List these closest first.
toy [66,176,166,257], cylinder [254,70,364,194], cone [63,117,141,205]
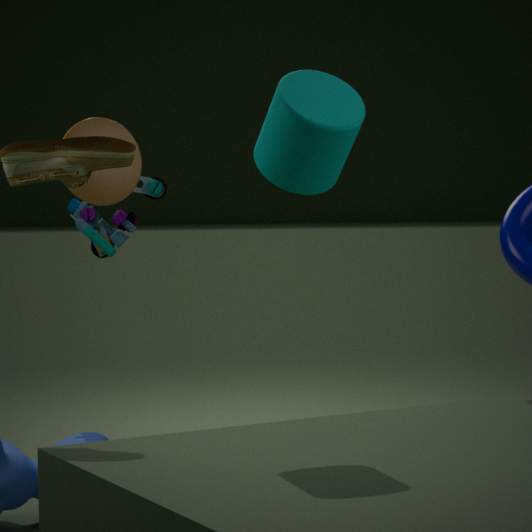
cylinder [254,70,364,194] < cone [63,117,141,205] < toy [66,176,166,257]
